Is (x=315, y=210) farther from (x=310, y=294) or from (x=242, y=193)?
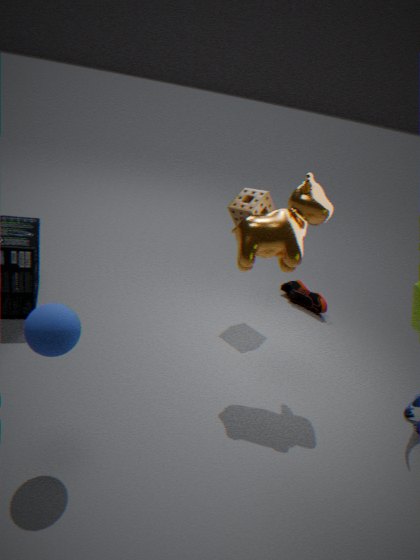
(x=310, y=294)
